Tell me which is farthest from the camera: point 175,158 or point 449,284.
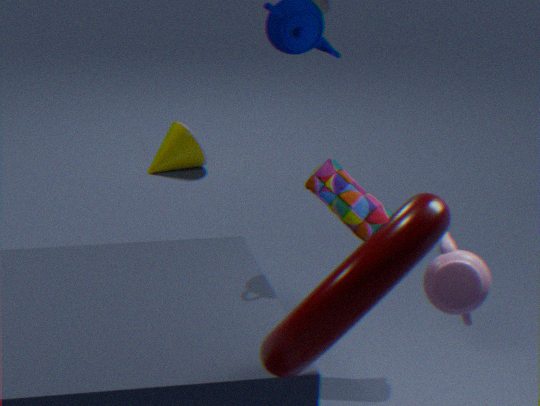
point 175,158
